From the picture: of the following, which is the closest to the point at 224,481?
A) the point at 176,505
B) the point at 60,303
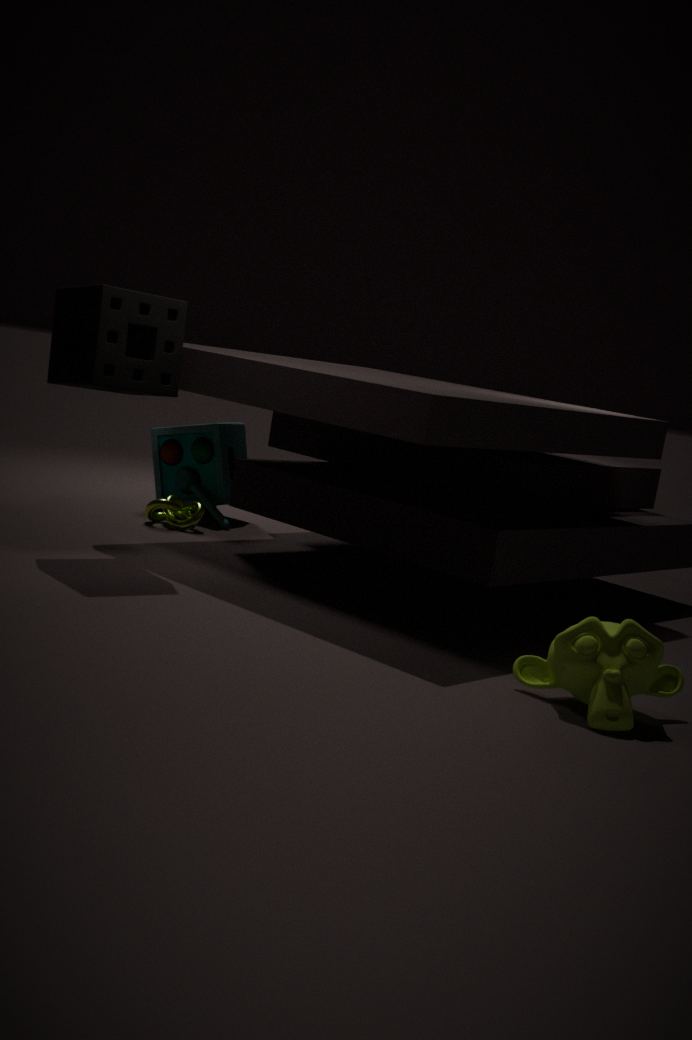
the point at 176,505
